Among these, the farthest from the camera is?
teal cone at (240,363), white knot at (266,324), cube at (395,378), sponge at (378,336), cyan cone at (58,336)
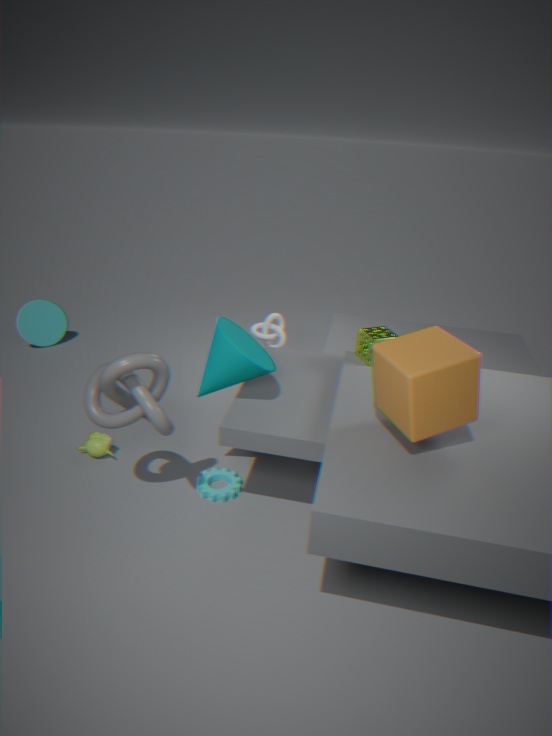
cyan cone at (58,336)
